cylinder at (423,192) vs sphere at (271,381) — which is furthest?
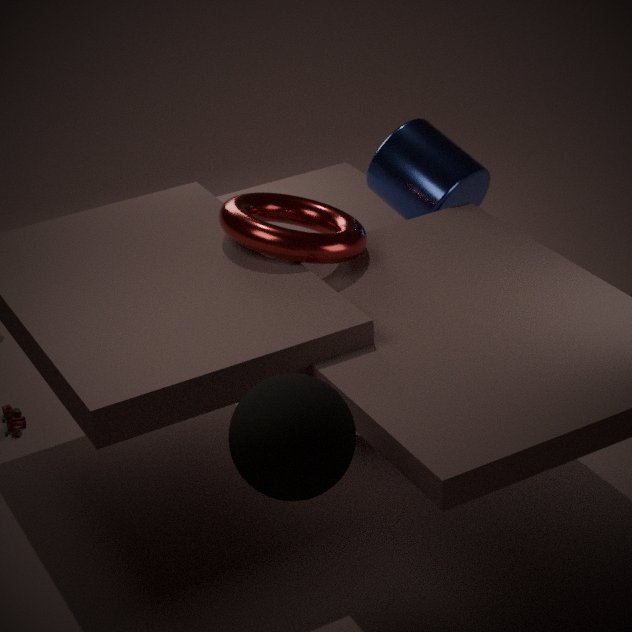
cylinder at (423,192)
